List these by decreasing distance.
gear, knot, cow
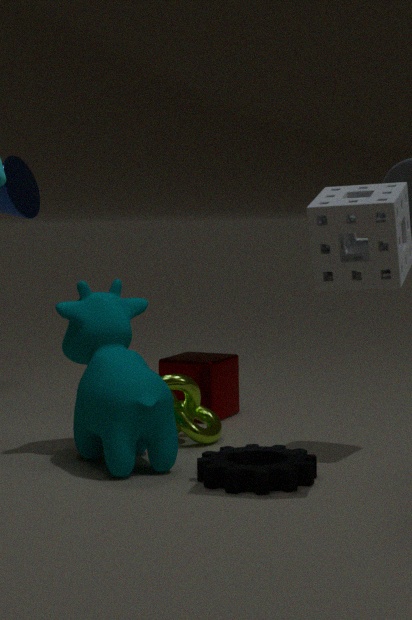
knot, cow, gear
